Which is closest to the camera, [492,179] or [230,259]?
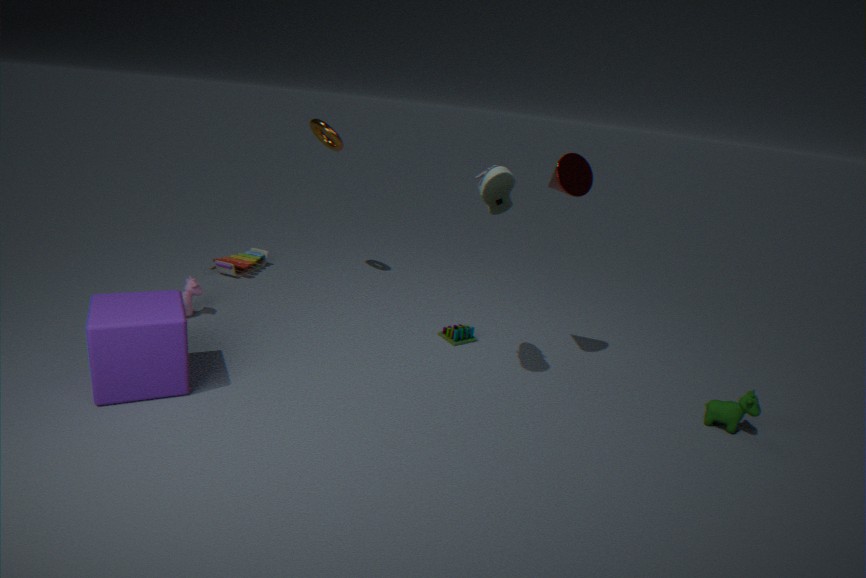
[492,179]
